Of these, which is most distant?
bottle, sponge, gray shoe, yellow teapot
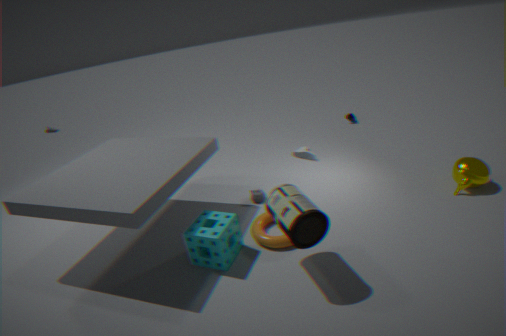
gray shoe
